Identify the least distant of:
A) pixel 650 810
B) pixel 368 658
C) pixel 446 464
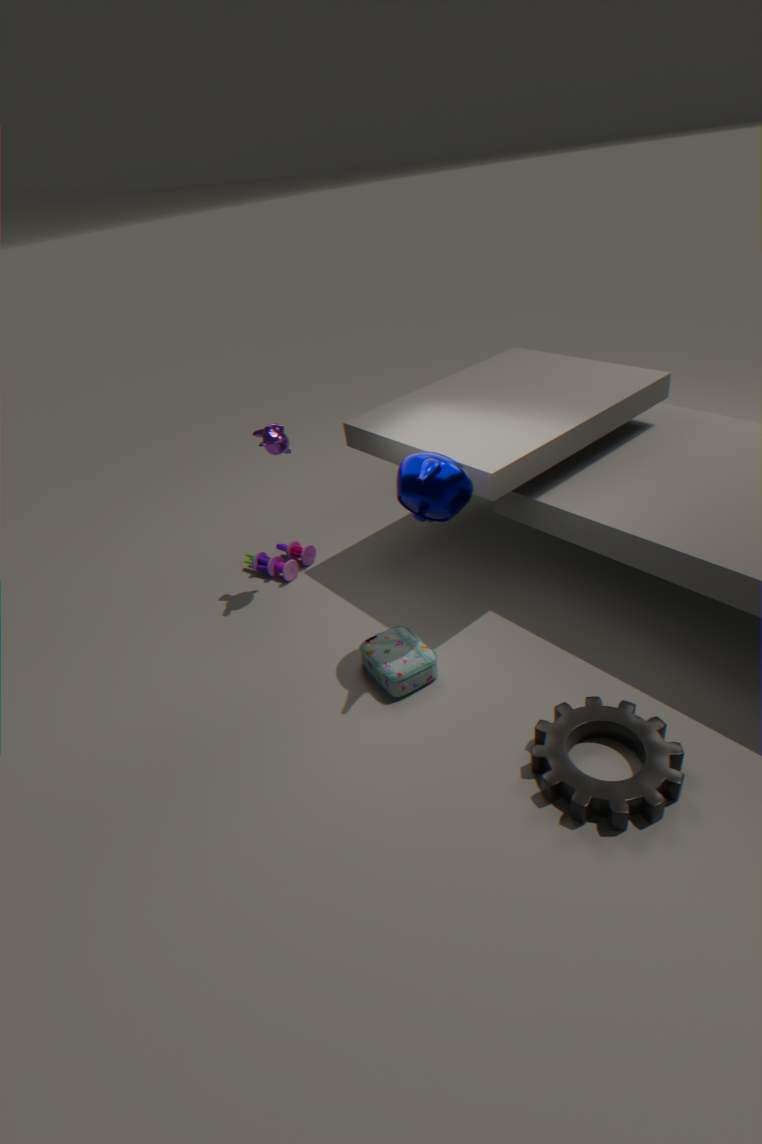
pixel 650 810
